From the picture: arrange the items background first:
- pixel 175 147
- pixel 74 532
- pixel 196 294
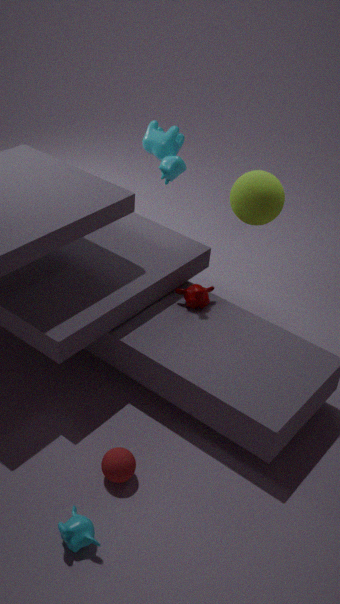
1. pixel 175 147
2. pixel 196 294
3. pixel 74 532
